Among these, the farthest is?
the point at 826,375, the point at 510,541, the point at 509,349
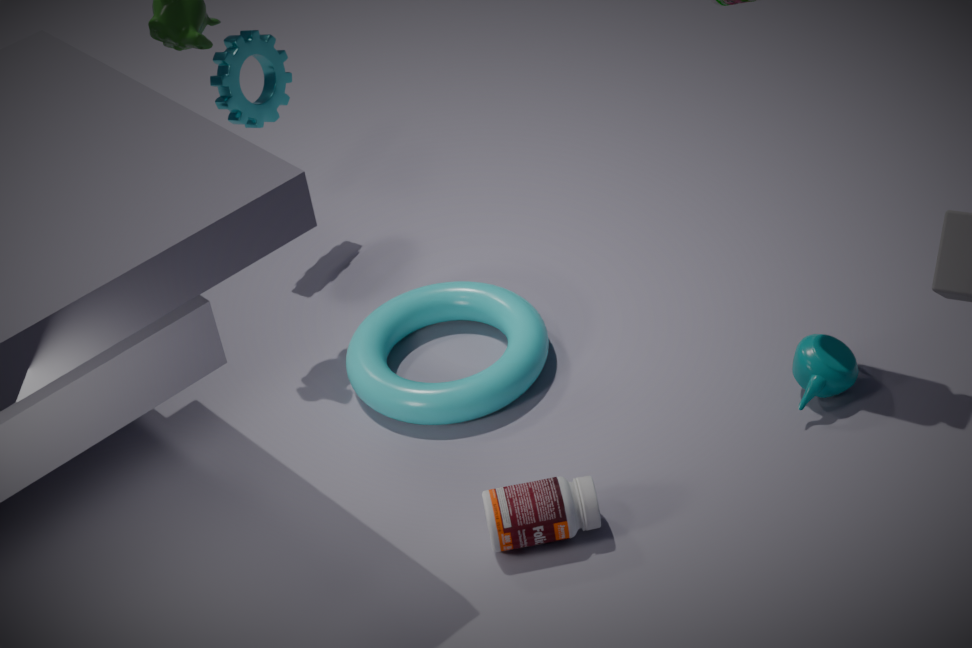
the point at 509,349
